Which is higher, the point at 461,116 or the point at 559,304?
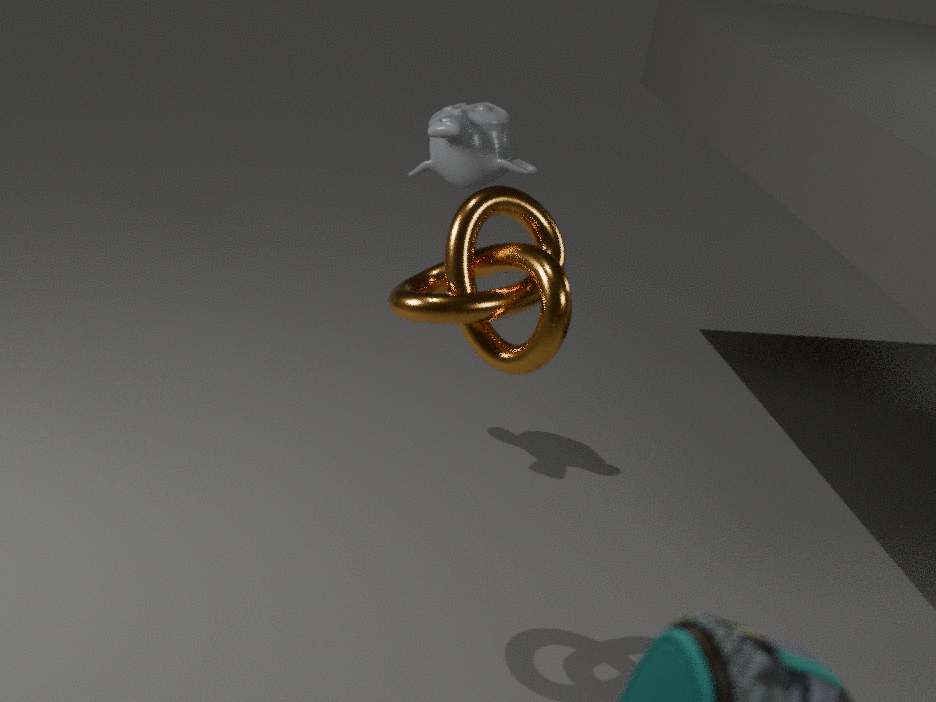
the point at 559,304
